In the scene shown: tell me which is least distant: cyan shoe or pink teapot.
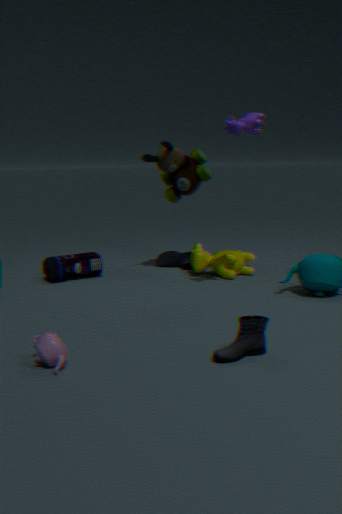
pink teapot
